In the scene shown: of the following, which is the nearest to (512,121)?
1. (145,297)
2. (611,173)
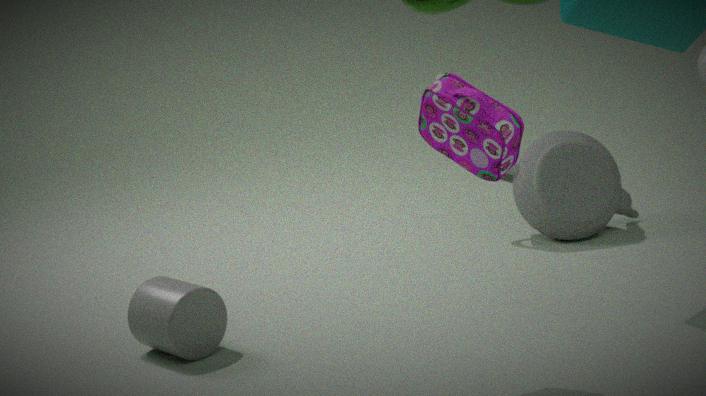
(145,297)
